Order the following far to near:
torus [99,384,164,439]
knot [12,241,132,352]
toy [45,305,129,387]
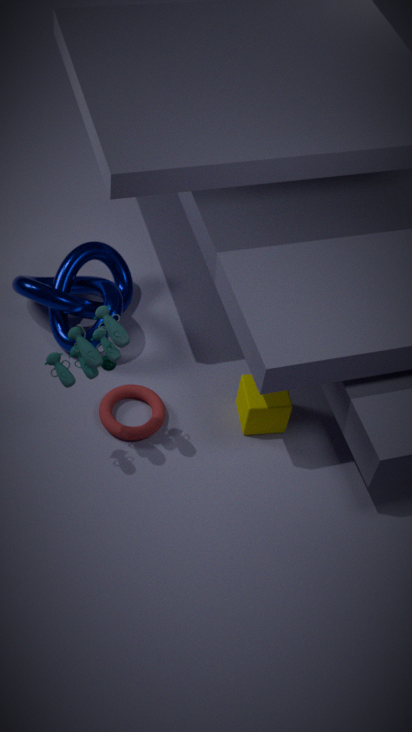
knot [12,241,132,352], torus [99,384,164,439], toy [45,305,129,387]
